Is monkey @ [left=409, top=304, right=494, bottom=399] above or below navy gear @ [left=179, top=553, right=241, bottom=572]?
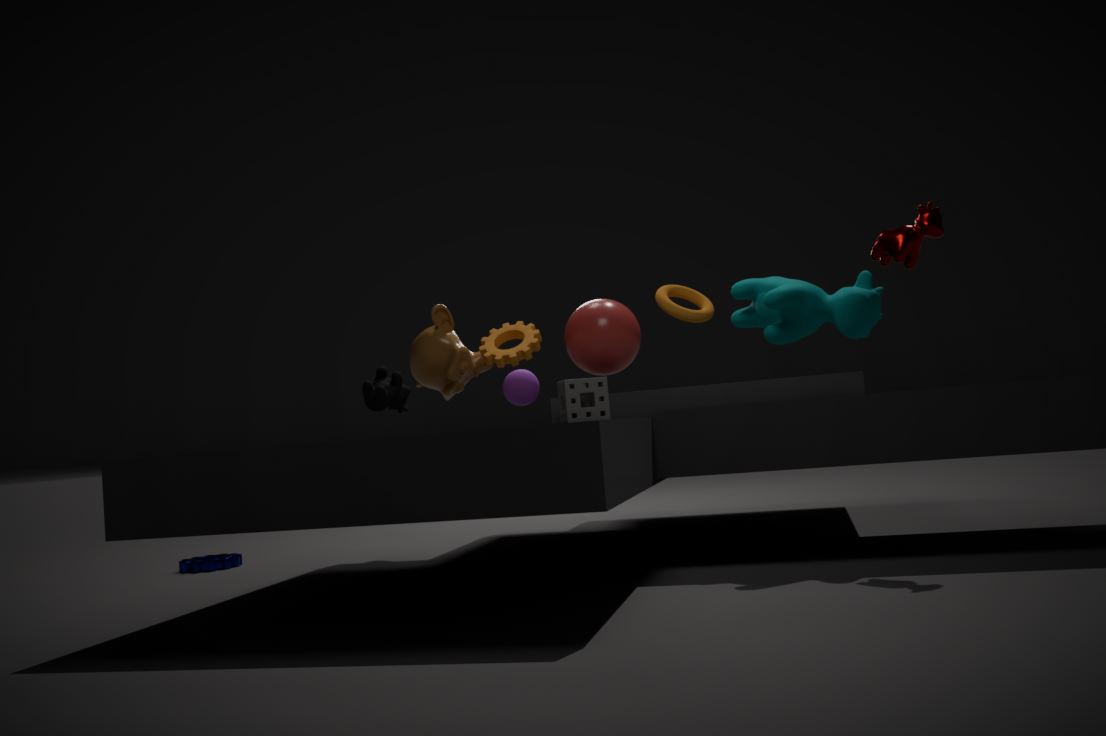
above
